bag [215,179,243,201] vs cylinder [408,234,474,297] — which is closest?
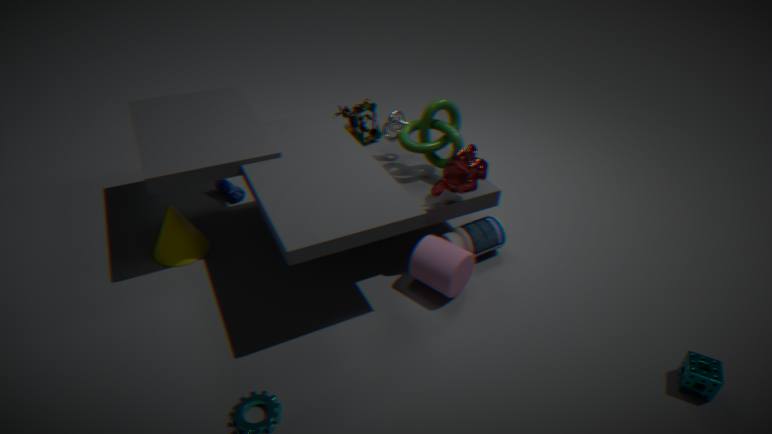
cylinder [408,234,474,297]
